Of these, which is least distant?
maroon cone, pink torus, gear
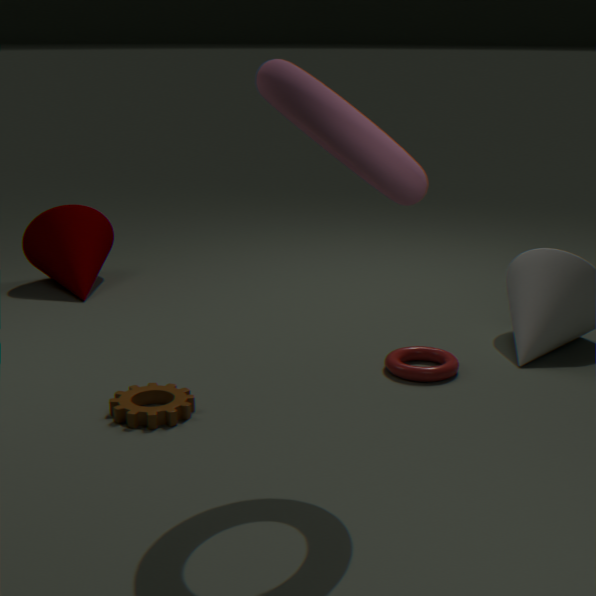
pink torus
